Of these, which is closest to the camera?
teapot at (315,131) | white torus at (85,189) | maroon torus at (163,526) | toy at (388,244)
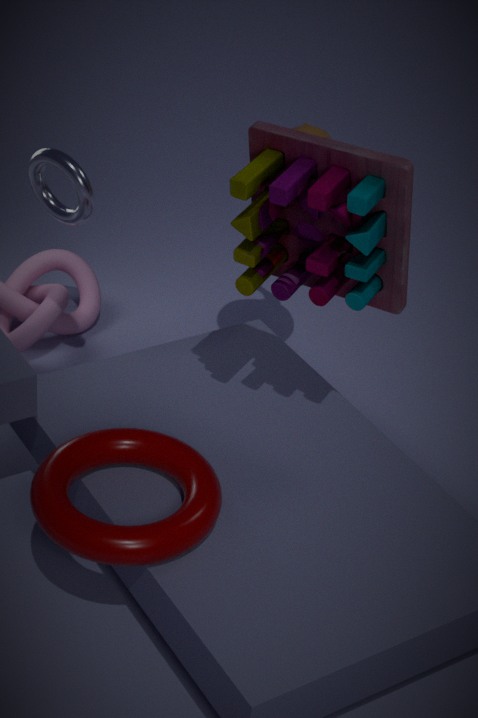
maroon torus at (163,526)
